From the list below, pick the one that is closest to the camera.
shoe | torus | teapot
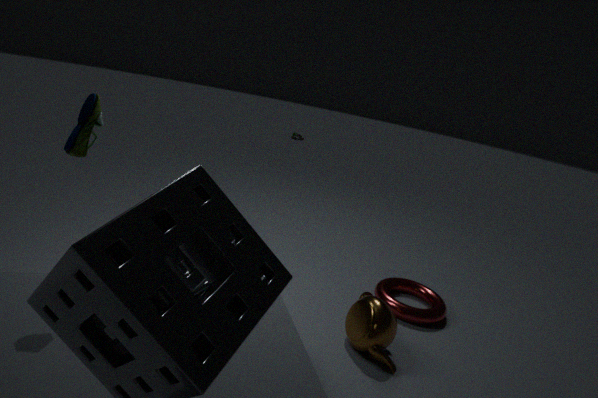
shoe
